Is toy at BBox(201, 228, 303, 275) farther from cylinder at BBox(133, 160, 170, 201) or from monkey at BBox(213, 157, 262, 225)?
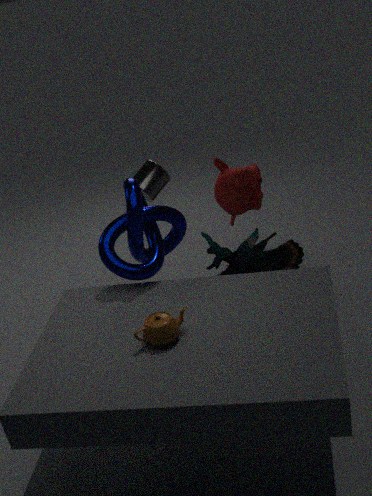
cylinder at BBox(133, 160, 170, 201)
